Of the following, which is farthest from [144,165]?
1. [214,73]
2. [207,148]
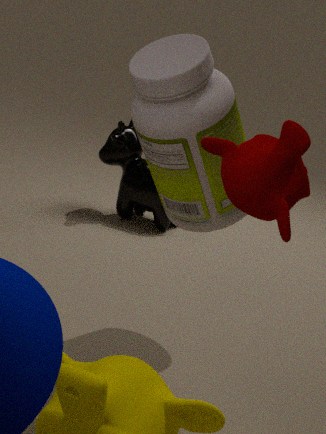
[207,148]
